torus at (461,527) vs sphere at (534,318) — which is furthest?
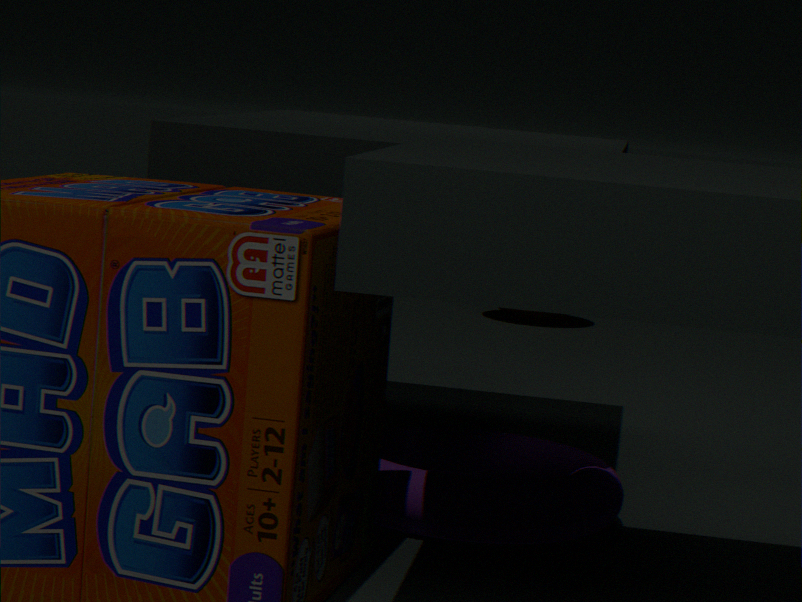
sphere at (534,318)
